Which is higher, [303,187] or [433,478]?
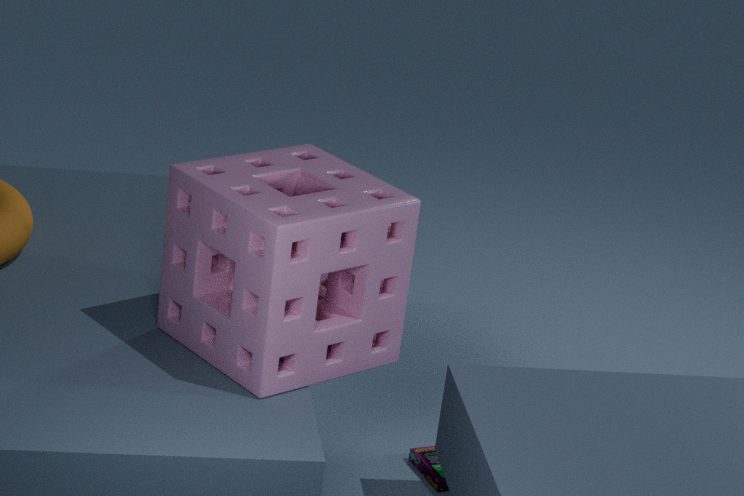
[303,187]
